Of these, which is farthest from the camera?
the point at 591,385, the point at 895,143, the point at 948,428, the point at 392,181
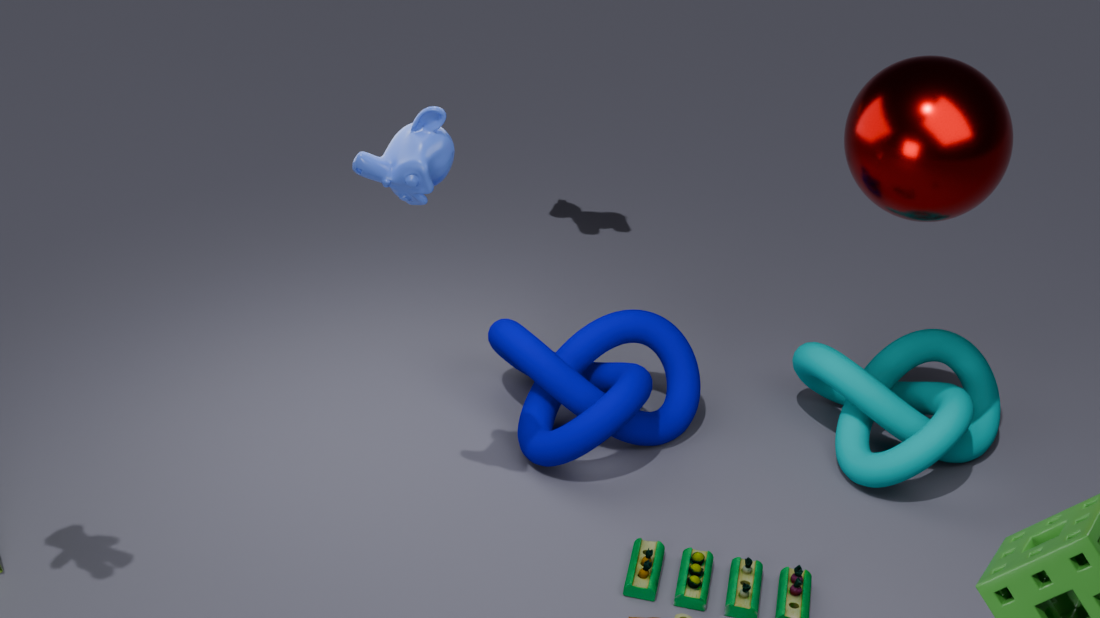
the point at 591,385
